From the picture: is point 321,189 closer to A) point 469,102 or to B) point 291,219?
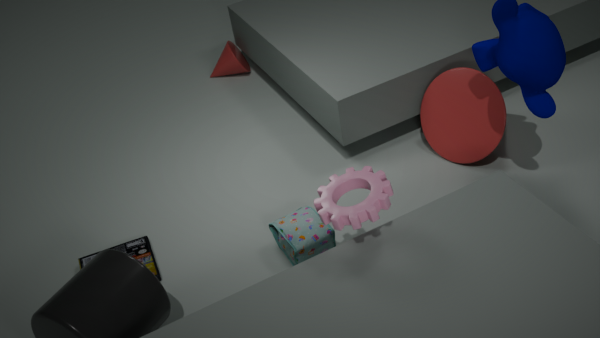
B) point 291,219
